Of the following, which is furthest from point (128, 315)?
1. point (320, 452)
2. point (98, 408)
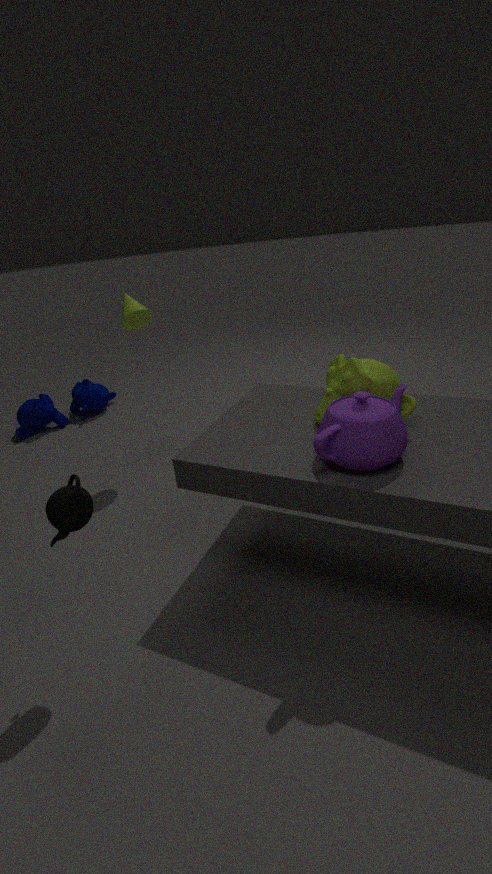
point (320, 452)
